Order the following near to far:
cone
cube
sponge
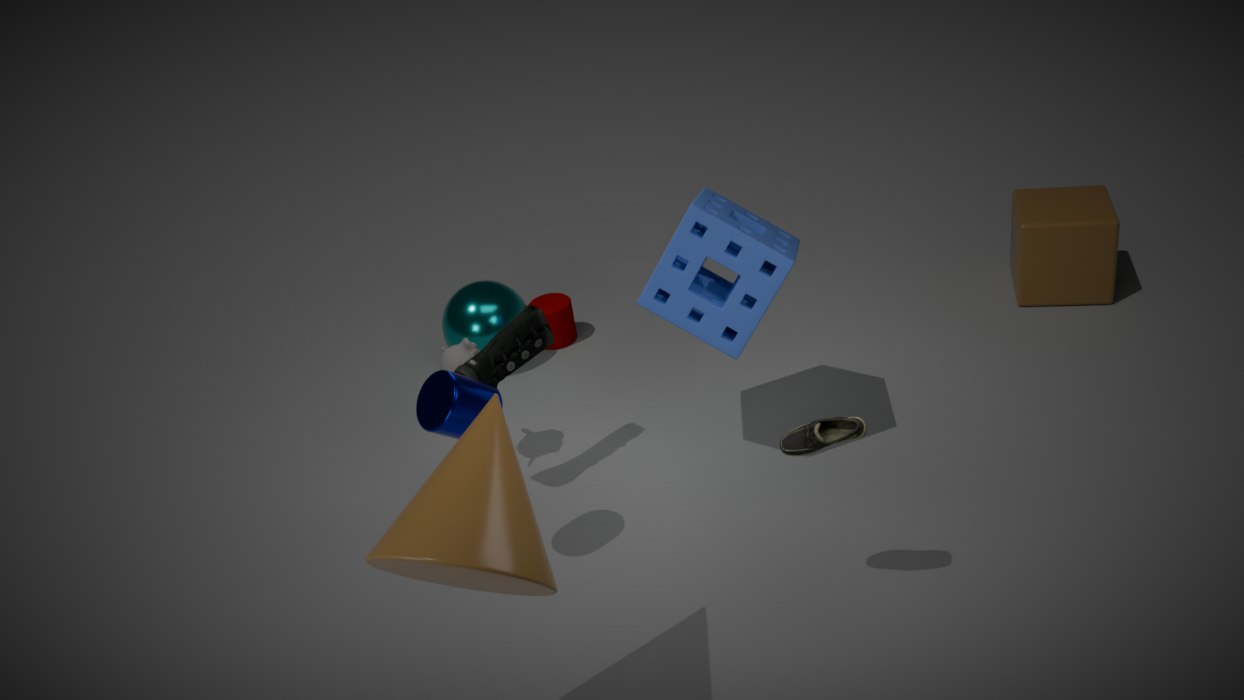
cone
sponge
cube
